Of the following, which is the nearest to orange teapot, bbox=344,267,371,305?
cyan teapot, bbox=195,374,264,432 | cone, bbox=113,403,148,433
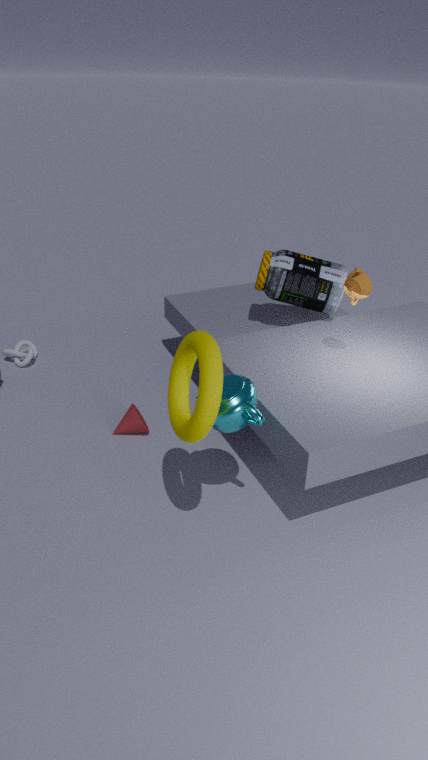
cyan teapot, bbox=195,374,264,432
